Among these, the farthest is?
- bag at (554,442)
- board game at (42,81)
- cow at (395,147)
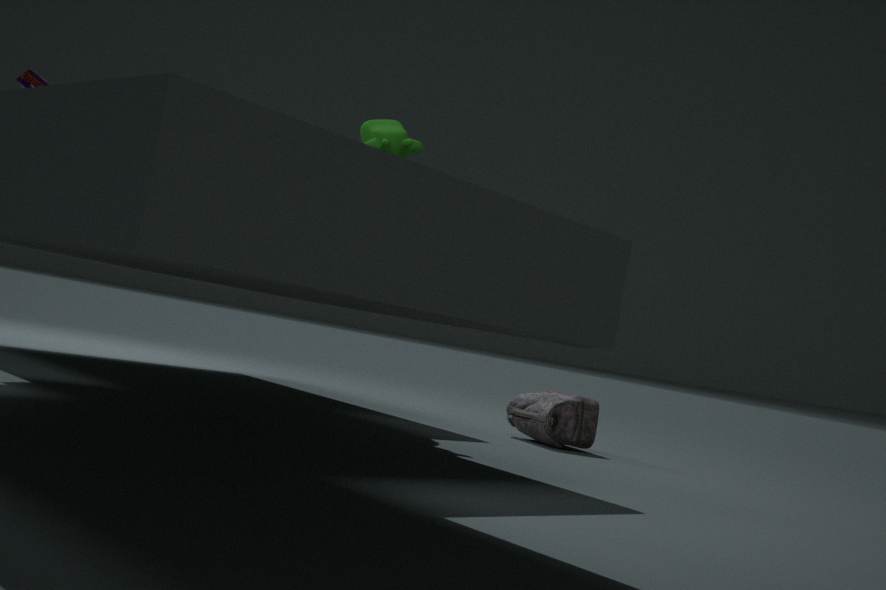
bag at (554,442)
